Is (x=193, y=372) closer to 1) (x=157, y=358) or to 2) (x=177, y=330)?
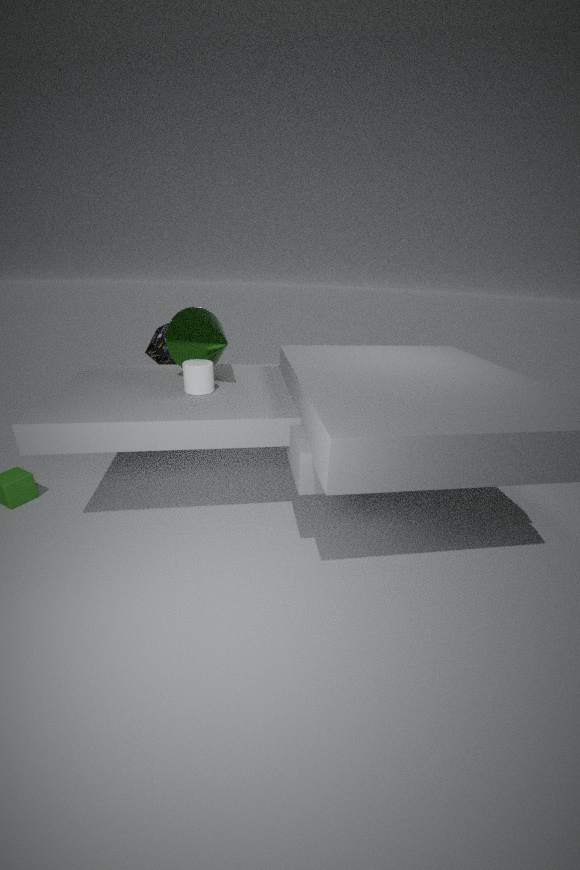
2) (x=177, y=330)
